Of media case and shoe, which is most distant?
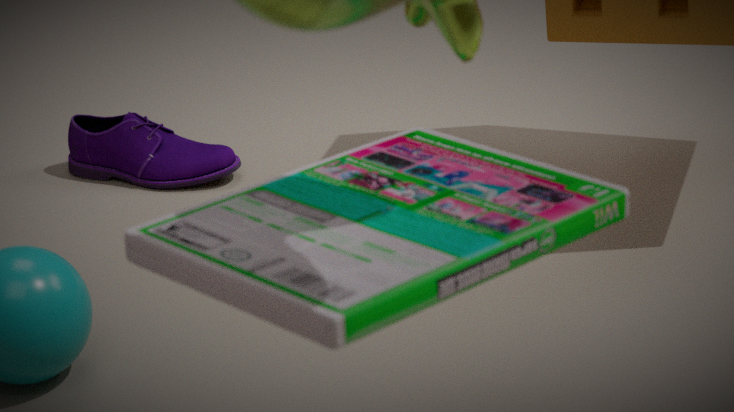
shoe
